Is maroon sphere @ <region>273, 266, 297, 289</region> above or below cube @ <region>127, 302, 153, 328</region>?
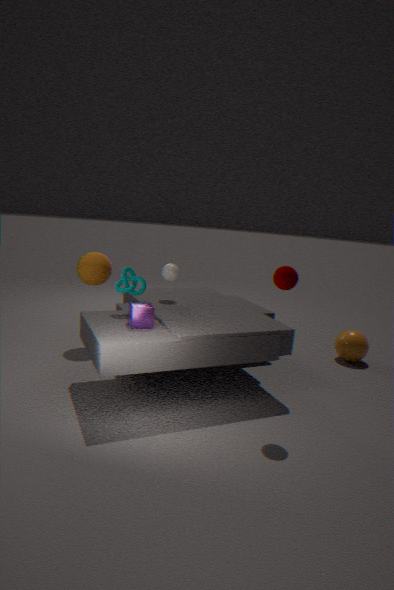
above
